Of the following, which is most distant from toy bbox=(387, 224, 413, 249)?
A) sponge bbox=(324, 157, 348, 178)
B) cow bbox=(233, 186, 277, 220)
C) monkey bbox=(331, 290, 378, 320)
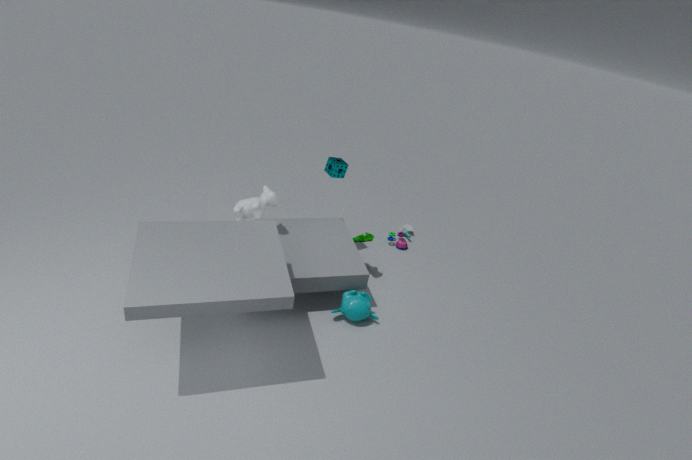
cow bbox=(233, 186, 277, 220)
